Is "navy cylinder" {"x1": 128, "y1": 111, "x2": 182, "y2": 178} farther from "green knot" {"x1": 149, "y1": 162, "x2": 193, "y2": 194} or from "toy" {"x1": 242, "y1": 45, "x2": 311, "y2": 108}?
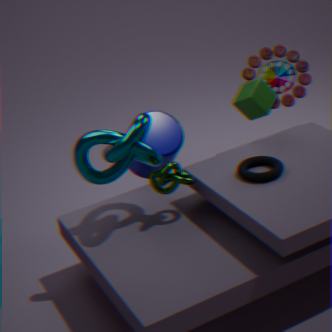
"toy" {"x1": 242, "y1": 45, "x2": 311, "y2": 108}
